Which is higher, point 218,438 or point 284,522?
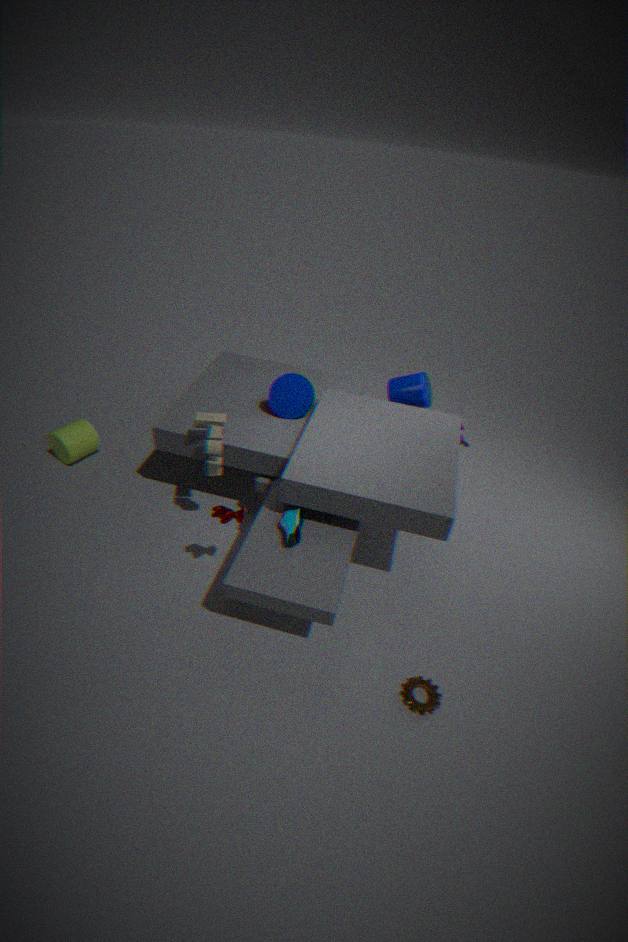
point 218,438
